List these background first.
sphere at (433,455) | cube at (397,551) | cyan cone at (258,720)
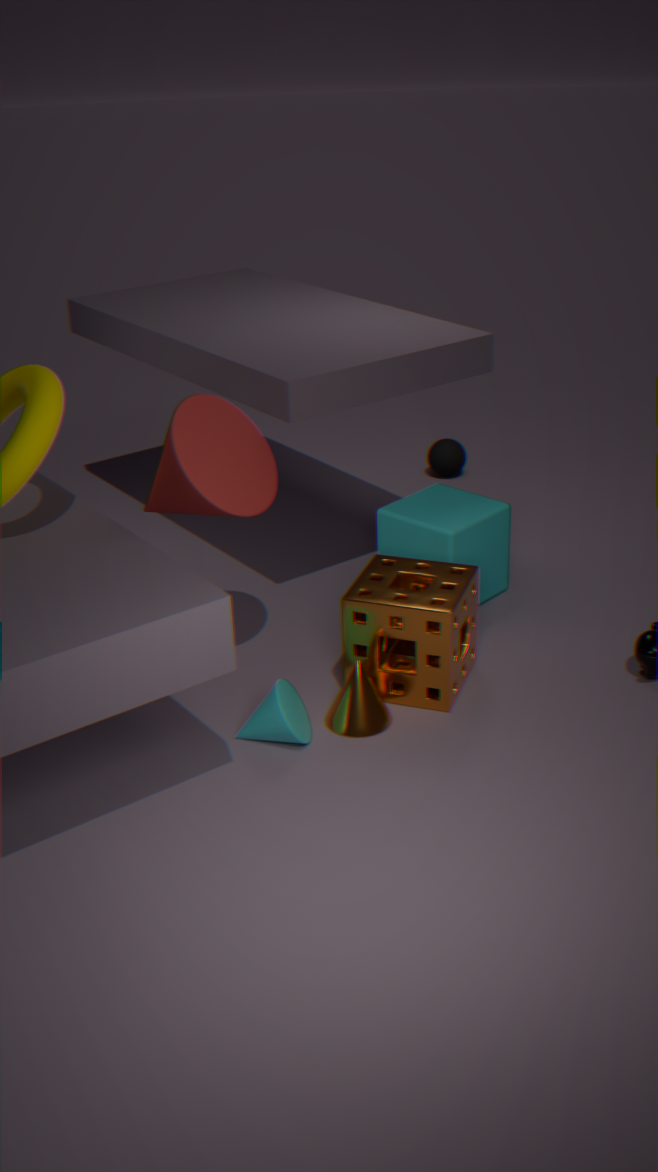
1. sphere at (433,455)
2. cube at (397,551)
3. cyan cone at (258,720)
